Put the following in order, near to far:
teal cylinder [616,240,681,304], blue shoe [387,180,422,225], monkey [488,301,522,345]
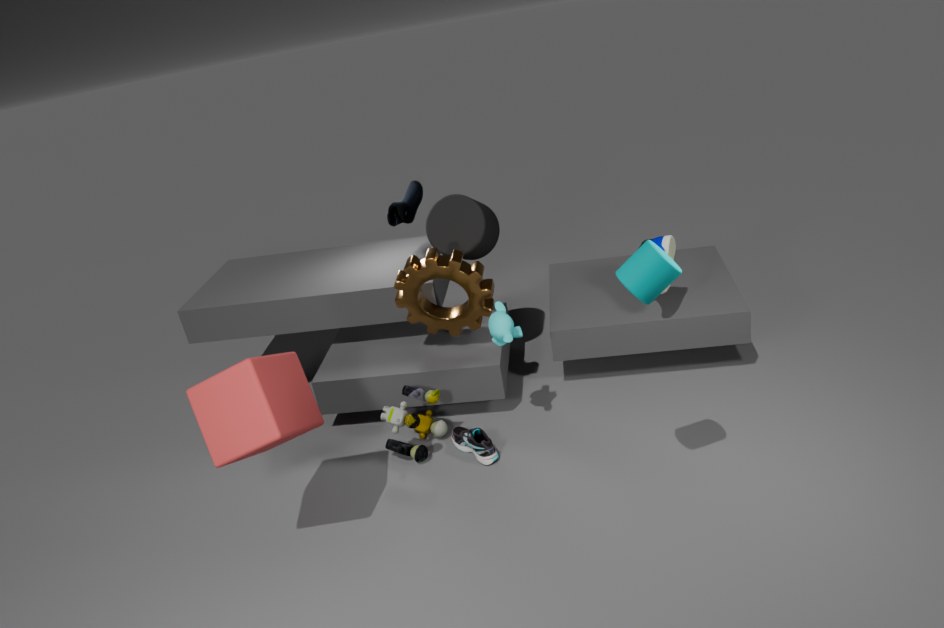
teal cylinder [616,240,681,304], monkey [488,301,522,345], blue shoe [387,180,422,225]
